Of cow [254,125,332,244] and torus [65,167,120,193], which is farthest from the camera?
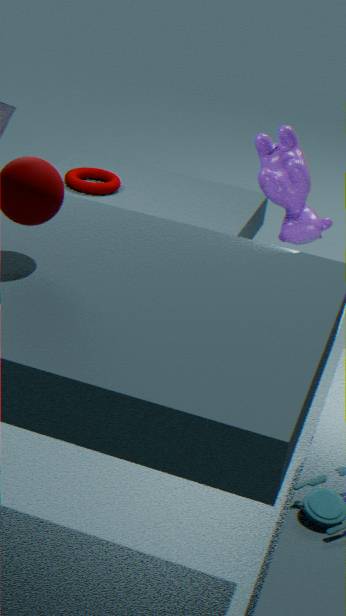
torus [65,167,120,193]
